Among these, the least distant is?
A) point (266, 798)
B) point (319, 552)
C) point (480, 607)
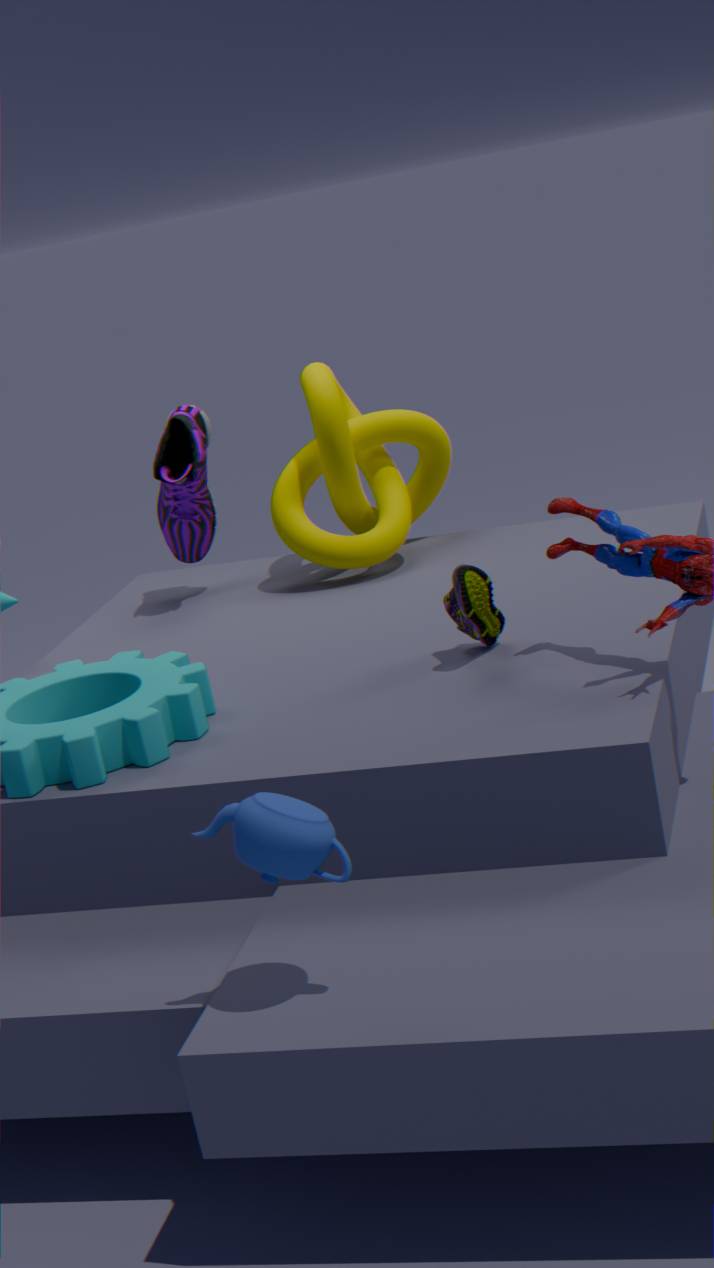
point (266, 798)
